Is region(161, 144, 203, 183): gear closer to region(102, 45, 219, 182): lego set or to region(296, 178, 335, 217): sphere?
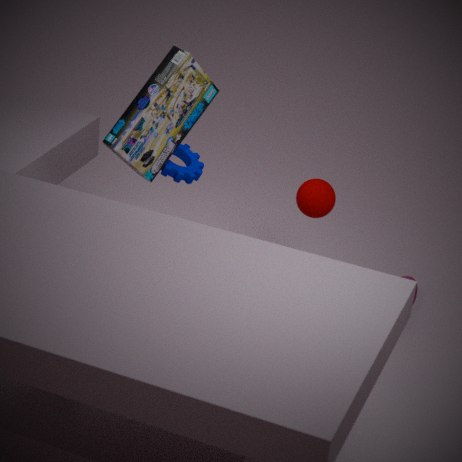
region(102, 45, 219, 182): lego set
